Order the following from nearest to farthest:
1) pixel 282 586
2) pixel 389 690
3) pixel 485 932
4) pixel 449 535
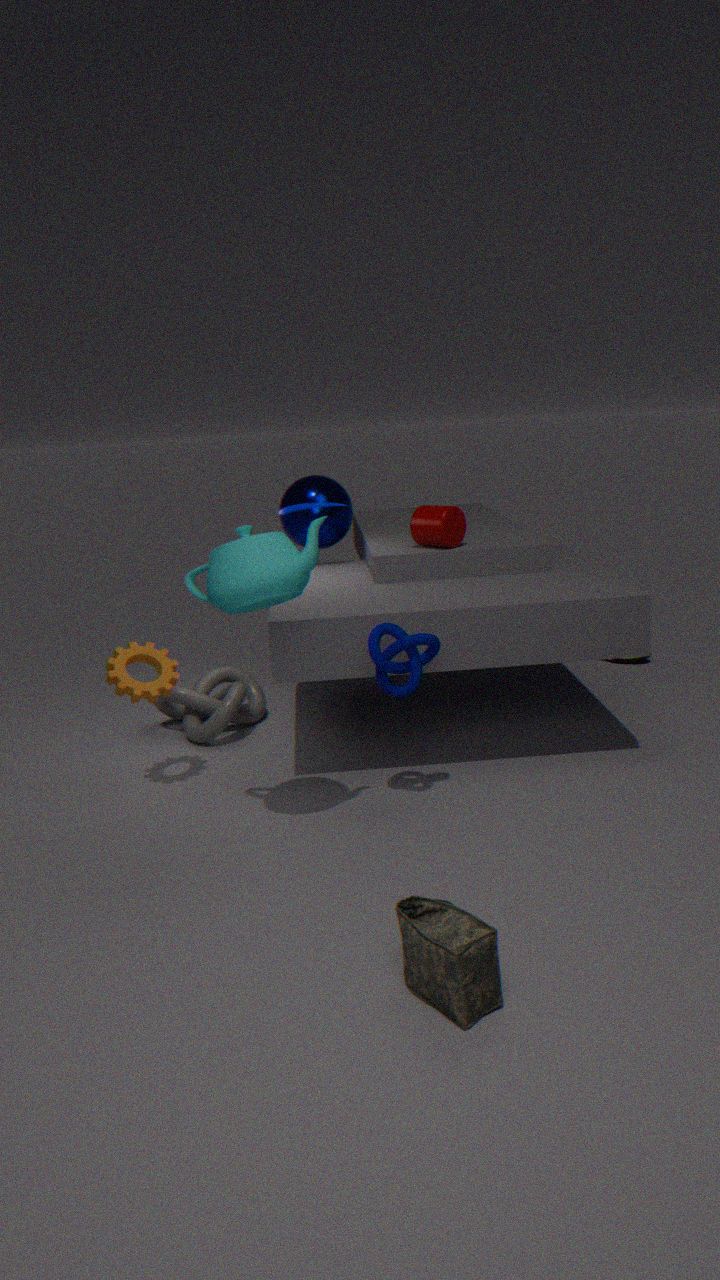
3. pixel 485 932 → 1. pixel 282 586 → 2. pixel 389 690 → 4. pixel 449 535
